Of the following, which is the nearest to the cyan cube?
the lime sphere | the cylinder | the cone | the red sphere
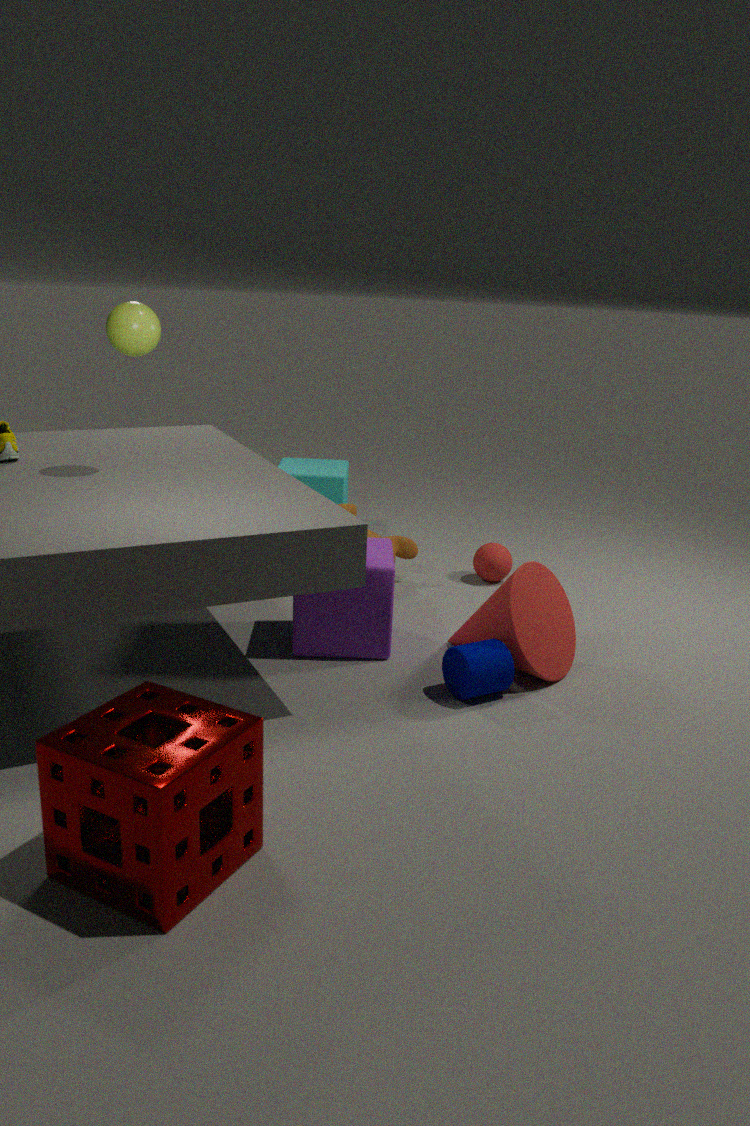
the red sphere
